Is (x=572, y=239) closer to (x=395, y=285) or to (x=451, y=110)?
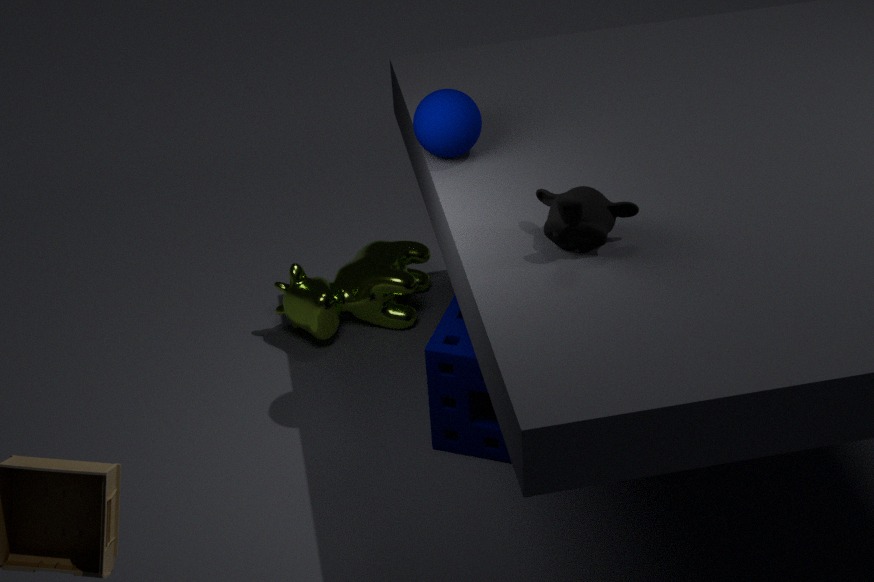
(x=451, y=110)
